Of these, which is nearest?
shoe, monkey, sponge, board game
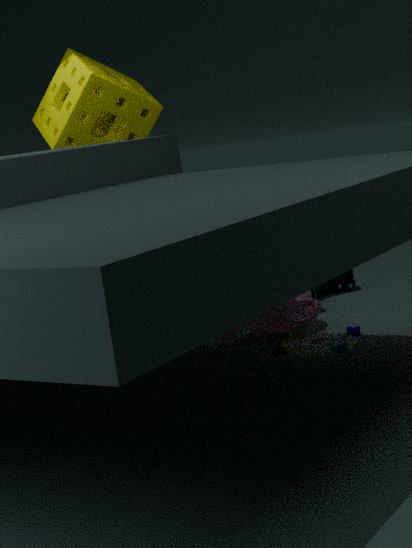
board game
